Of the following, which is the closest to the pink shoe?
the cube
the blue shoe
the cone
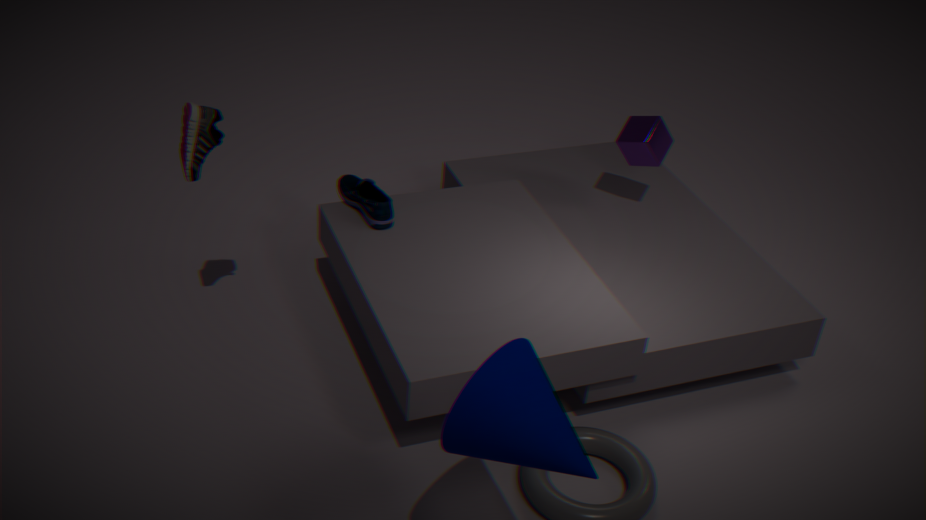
the blue shoe
